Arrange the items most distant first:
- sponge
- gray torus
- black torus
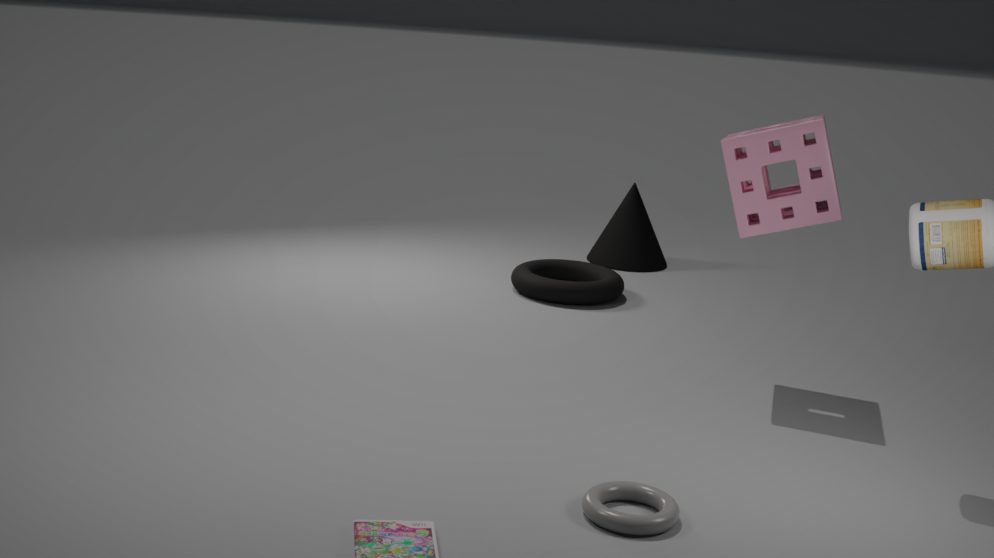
1. black torus
2. sponge
3. gray torus
